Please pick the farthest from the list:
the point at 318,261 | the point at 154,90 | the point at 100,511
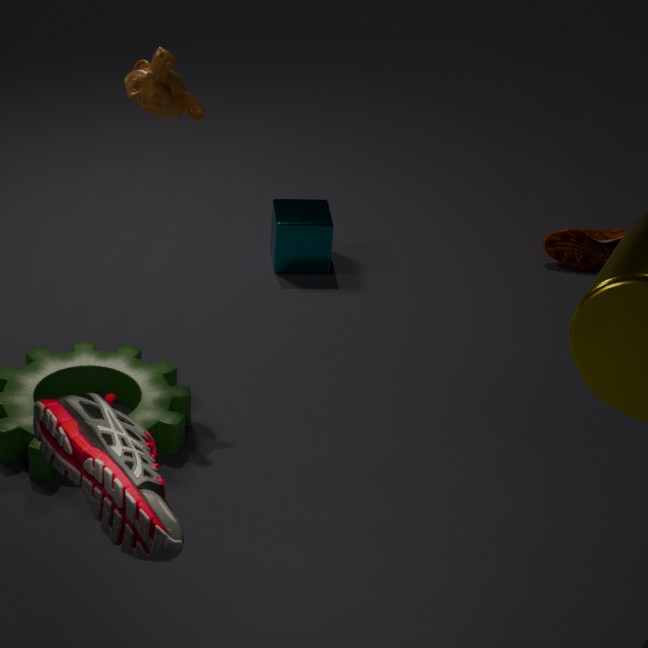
the point at 318,261
